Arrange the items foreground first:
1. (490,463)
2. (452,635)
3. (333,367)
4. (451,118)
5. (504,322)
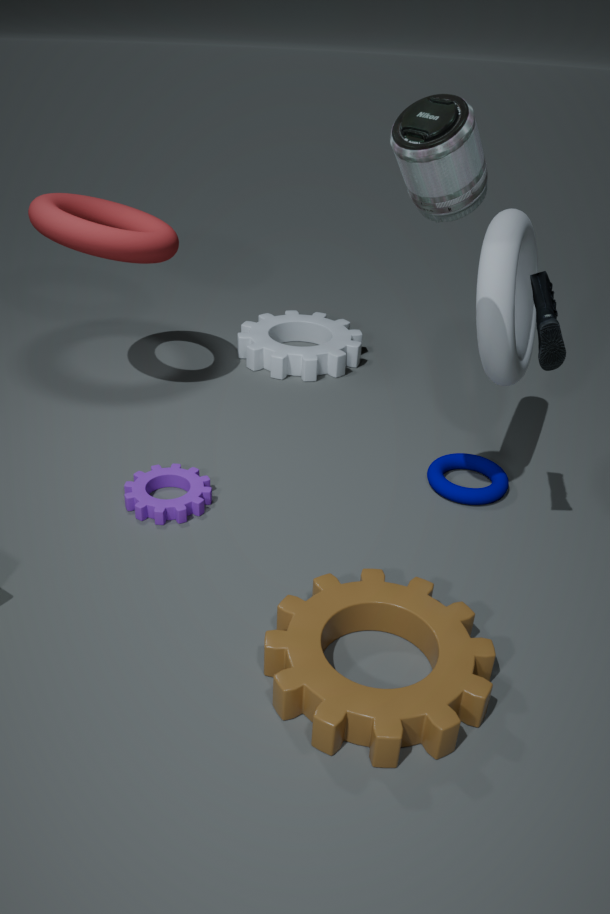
(451,118) → (452,635) → (504,322) → (490,463) → (333,367)
